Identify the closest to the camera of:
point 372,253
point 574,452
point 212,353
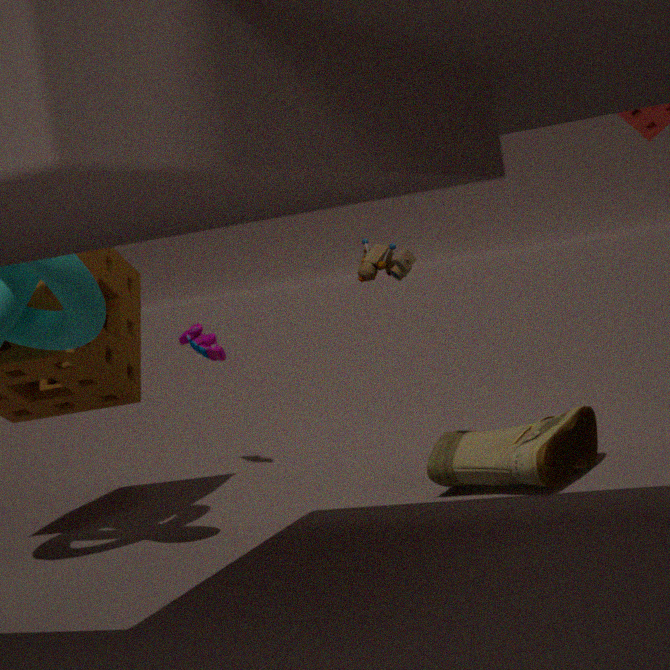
point 372,253
